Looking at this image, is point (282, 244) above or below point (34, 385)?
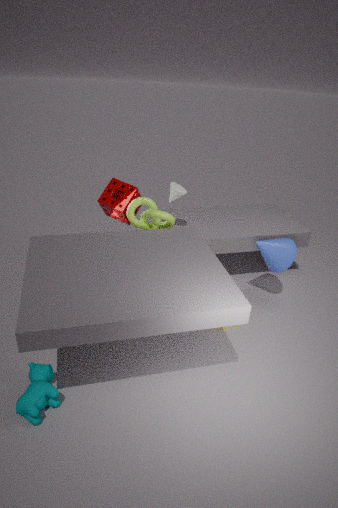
above
